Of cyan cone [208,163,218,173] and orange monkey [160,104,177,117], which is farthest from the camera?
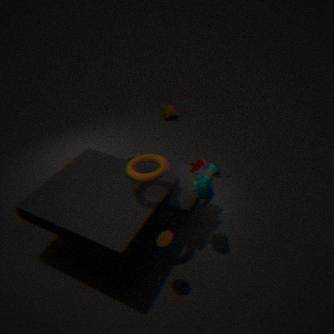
orange monkey [160,104,177,117]
